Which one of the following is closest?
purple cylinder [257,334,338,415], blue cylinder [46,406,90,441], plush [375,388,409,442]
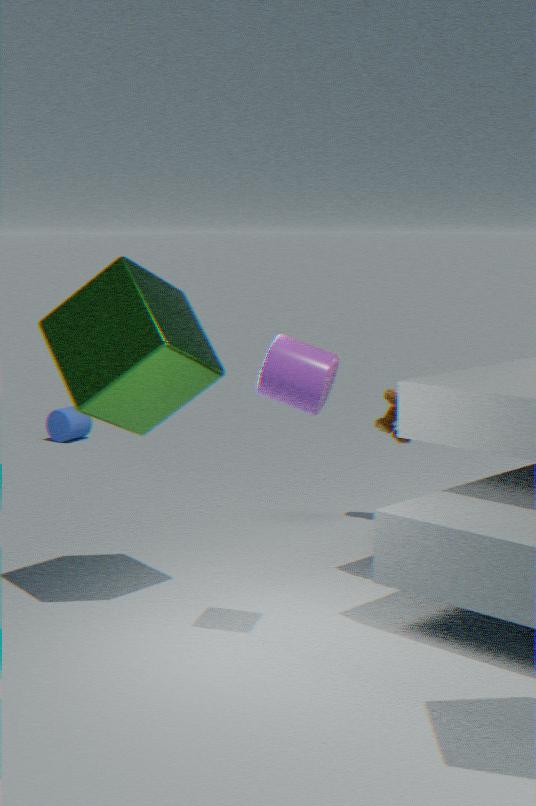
purple cylinder [257,334,338,415]
